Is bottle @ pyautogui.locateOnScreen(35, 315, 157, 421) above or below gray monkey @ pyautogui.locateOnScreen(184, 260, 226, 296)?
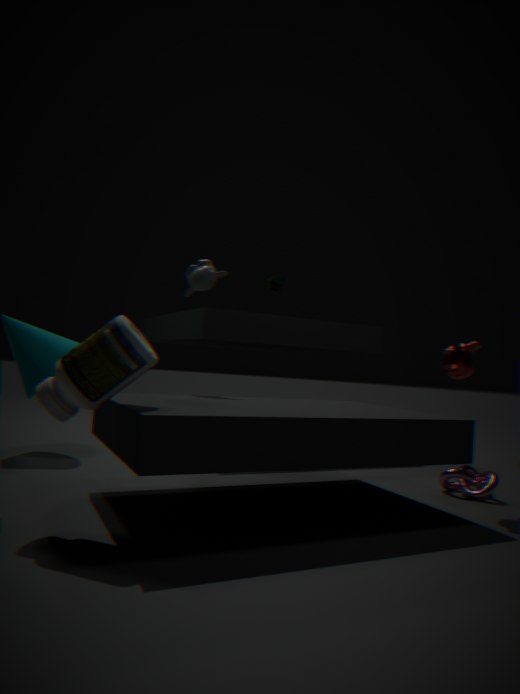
below
